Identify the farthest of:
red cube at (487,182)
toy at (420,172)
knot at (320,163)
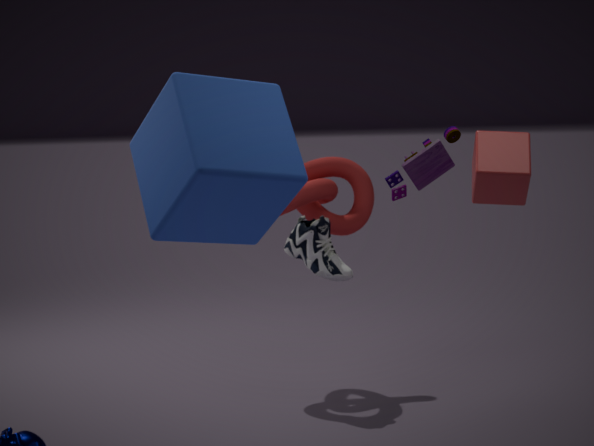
knot at (320,163)
